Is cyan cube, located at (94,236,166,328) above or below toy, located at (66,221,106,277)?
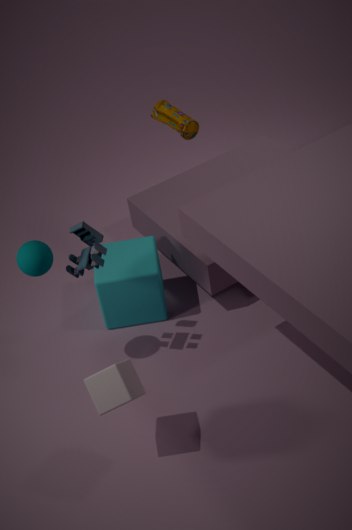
below
